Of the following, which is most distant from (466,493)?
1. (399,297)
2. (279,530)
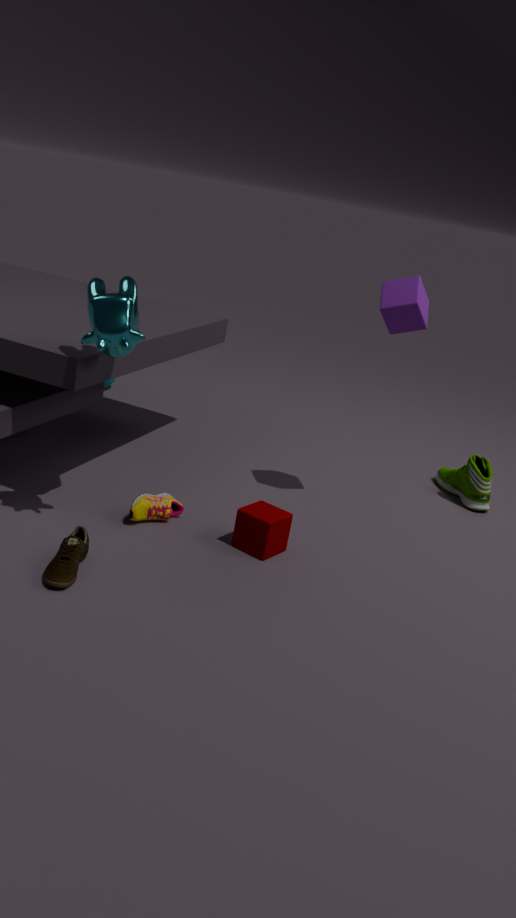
(279,530)
